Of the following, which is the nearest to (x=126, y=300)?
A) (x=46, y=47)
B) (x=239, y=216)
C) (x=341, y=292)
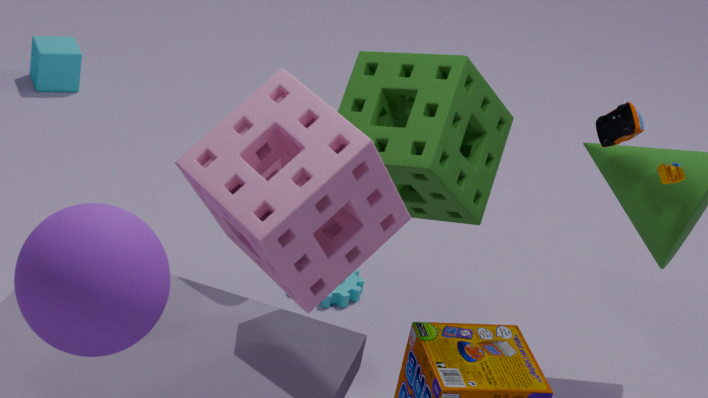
(x=239, y=216)
